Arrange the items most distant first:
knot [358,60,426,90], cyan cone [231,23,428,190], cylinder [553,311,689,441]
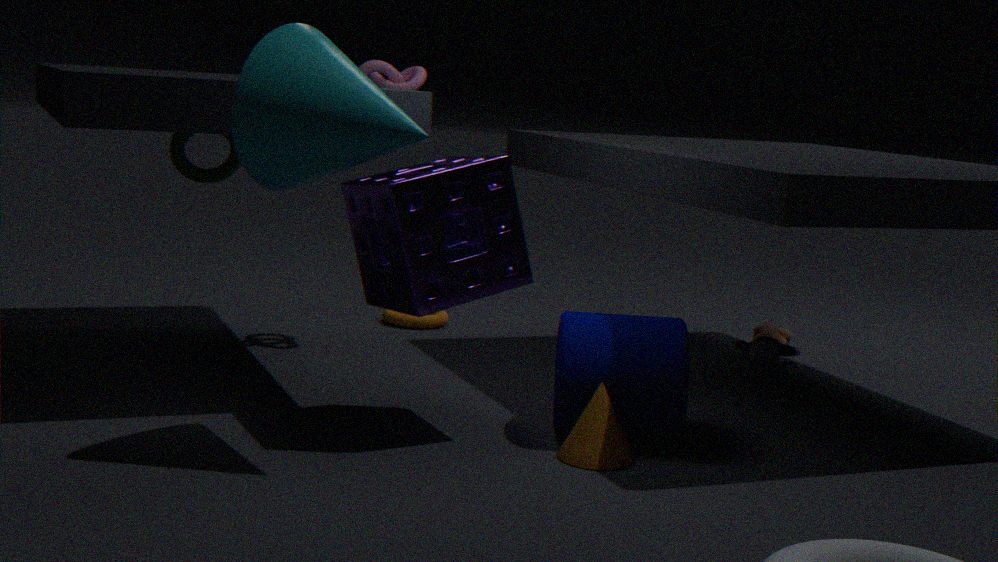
knot [358,60,426,90] → cylinder [553,311,689,441] → cyan cone [231,23,428,190]
